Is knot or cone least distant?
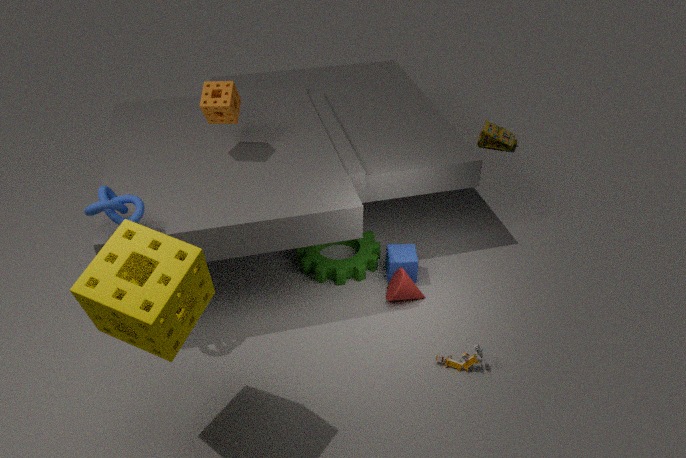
knot
